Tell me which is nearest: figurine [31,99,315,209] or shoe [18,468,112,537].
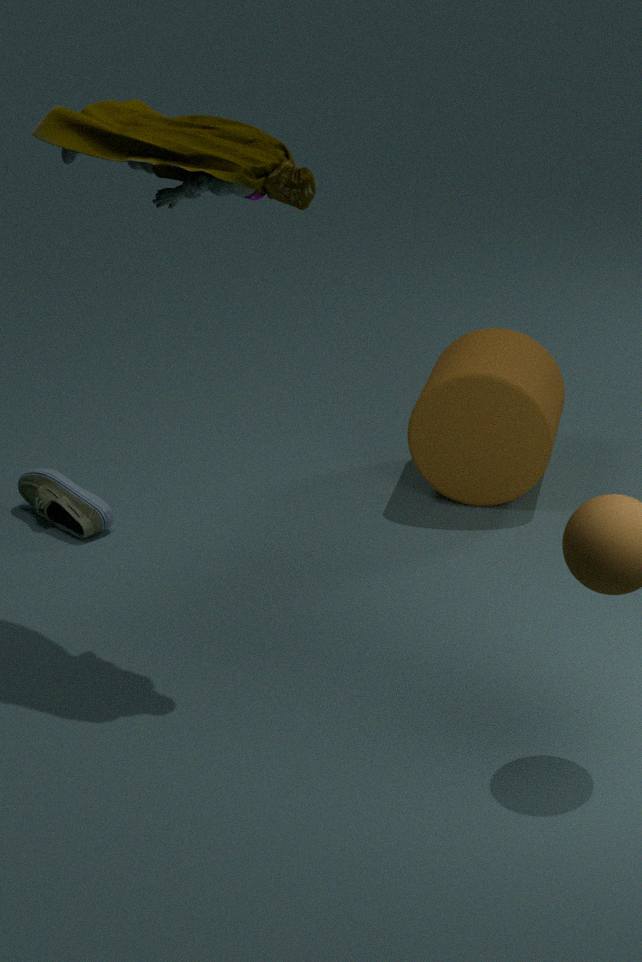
figurine [31,99,315,209]
